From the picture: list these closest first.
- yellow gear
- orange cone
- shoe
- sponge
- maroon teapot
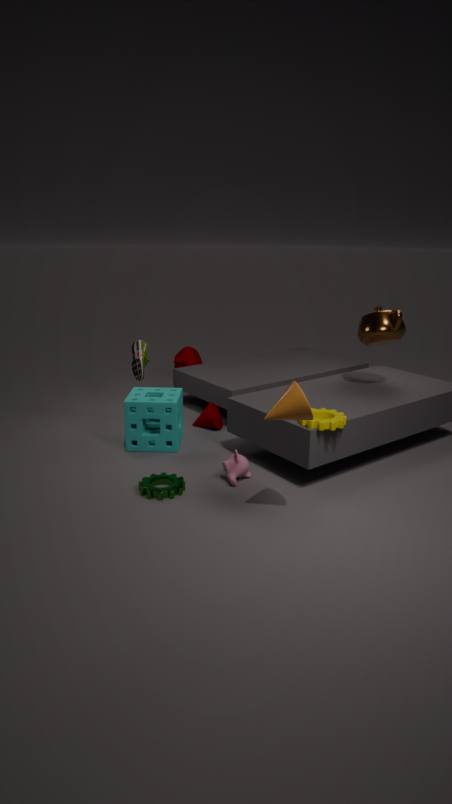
orange cone, yellow gear, sponge, shoe, maroon teapot
